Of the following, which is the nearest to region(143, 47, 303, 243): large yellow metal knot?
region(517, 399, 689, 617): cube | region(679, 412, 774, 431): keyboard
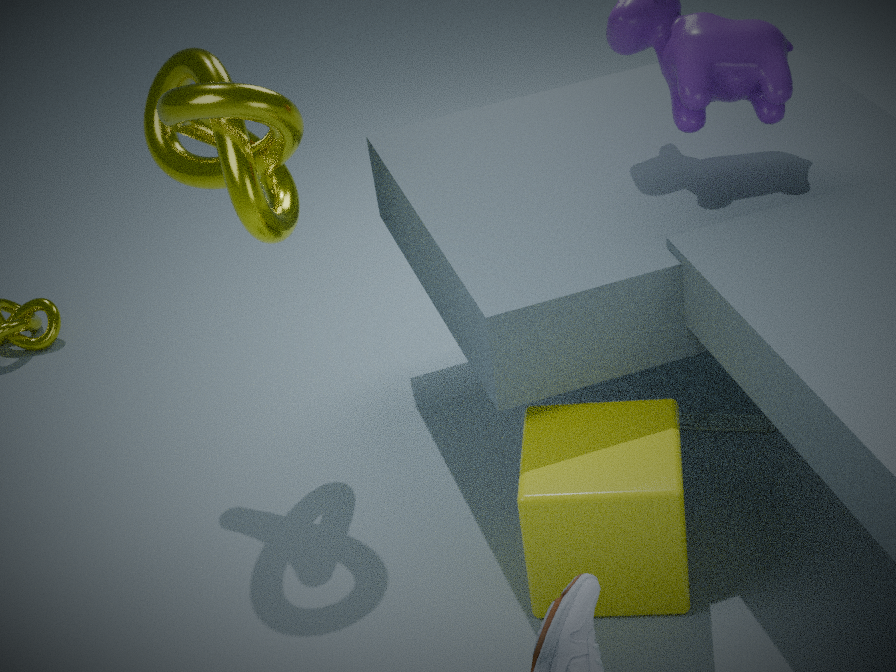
→ region(517, 399, 689, 617): cube
